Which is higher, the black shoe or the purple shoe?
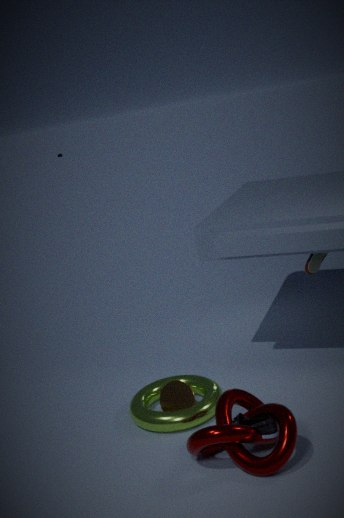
the black shoe
